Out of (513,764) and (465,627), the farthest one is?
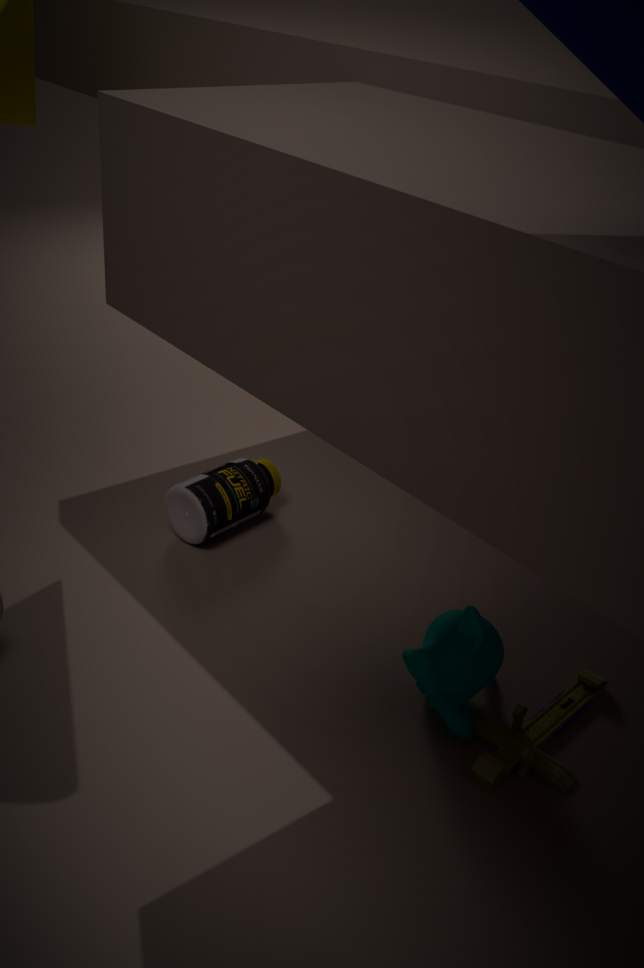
(465,627)
